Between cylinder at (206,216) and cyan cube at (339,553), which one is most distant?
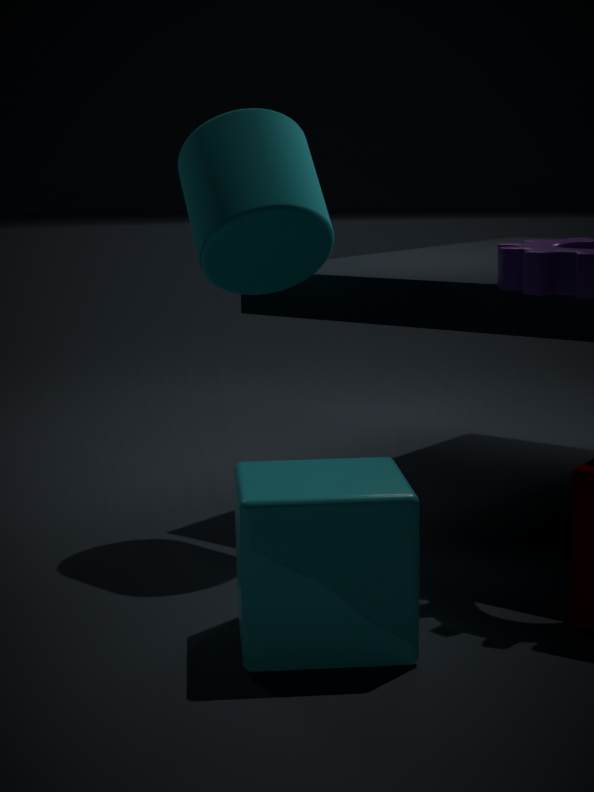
cylinder at (206,216)
